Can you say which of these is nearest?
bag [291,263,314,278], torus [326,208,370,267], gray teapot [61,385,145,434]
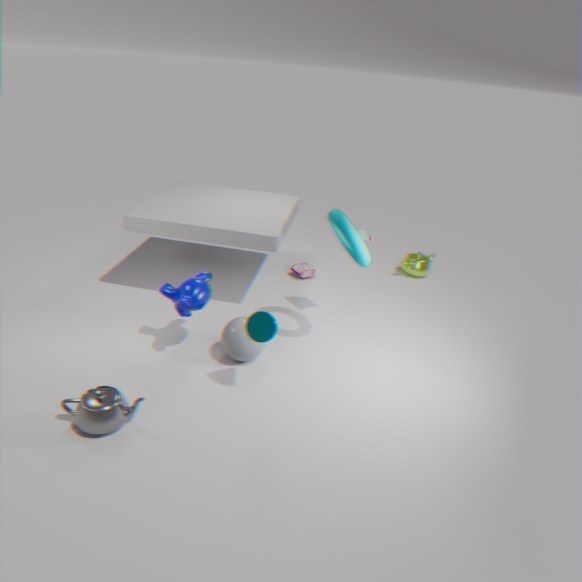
gray teapot [61,385,145,434]
